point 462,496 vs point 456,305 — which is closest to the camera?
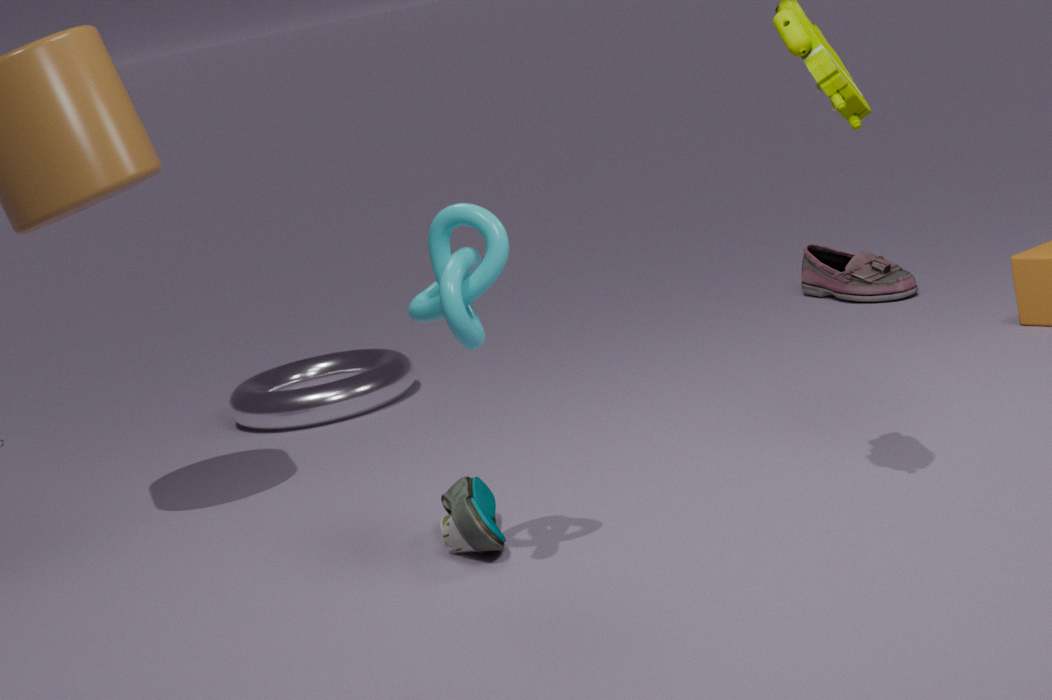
point 456,305
